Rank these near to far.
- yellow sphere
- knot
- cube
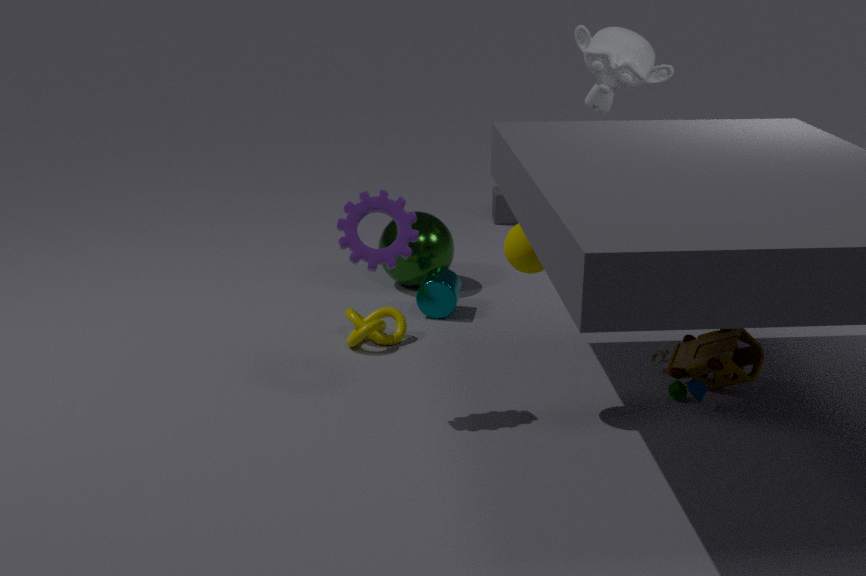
yellow sphere → knot → cube
